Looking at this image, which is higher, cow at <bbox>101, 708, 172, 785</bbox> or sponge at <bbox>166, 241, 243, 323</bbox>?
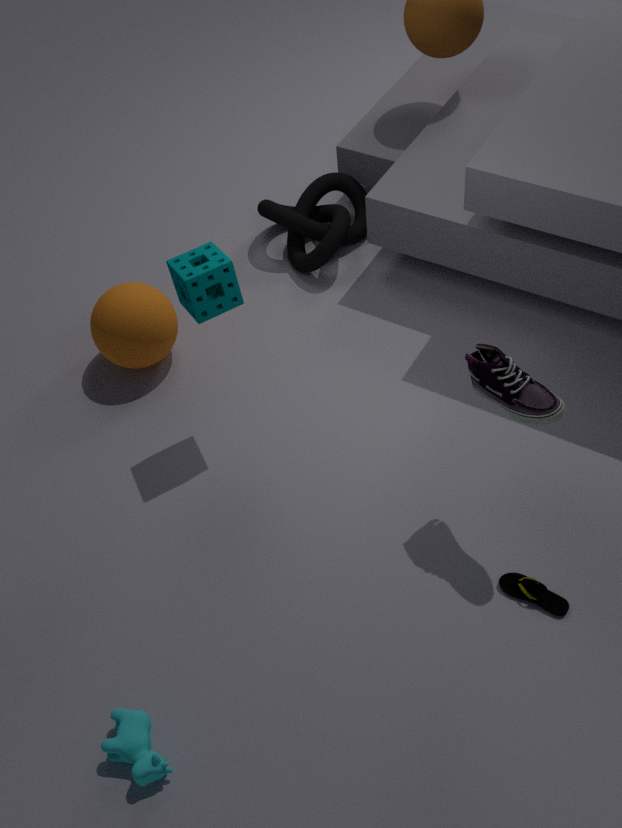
sponge at <bbox>166, 241, 243, 323</bbox>
